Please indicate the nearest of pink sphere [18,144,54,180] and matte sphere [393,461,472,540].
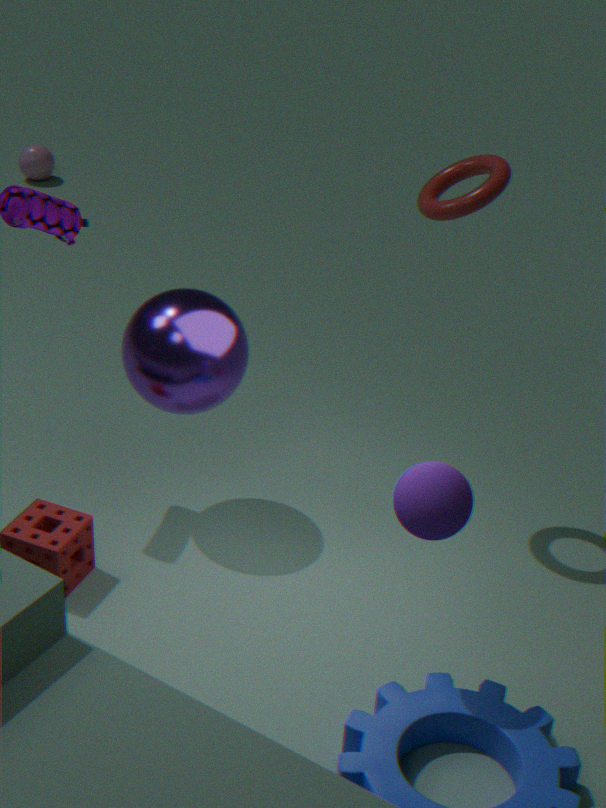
matte sphere [393,461,472,540]
